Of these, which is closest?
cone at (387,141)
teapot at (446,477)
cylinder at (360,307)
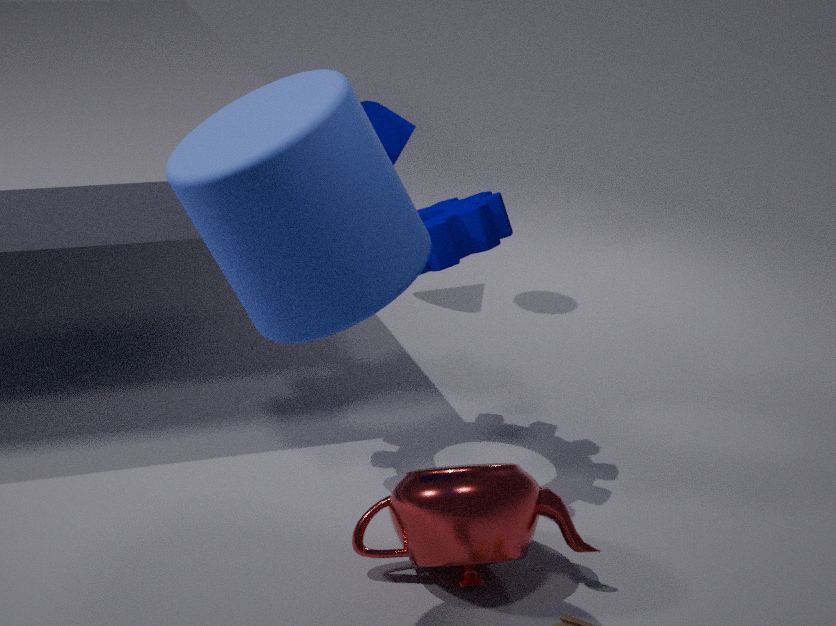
cylinder at (360,307)
